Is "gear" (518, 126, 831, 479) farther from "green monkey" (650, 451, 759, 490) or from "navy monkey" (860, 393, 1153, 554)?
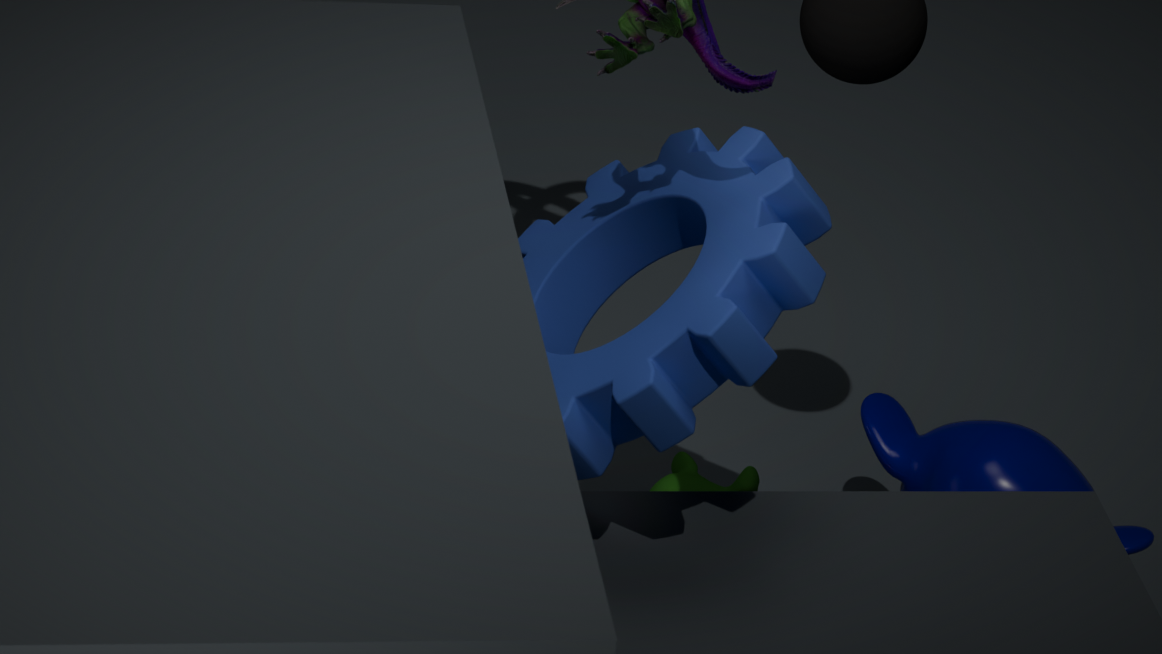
"navy monkey" (860, 393, 1153, 554)
